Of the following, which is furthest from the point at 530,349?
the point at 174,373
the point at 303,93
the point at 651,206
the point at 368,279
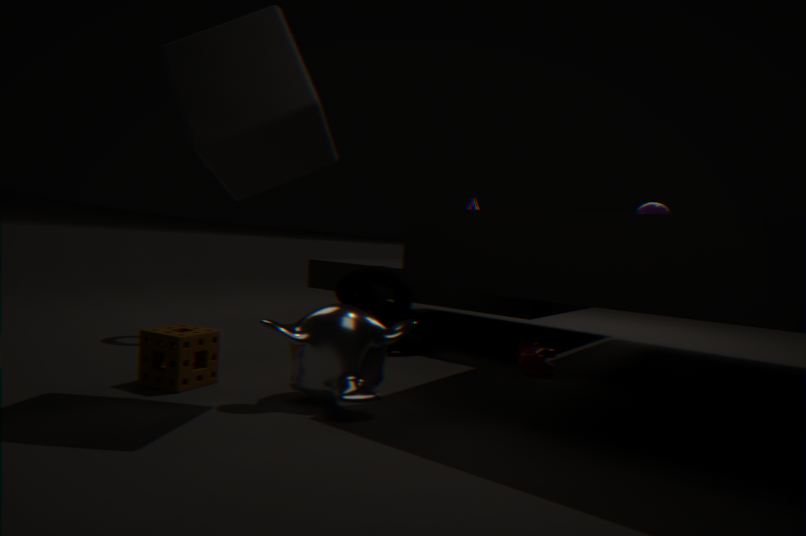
the point at 303,93
